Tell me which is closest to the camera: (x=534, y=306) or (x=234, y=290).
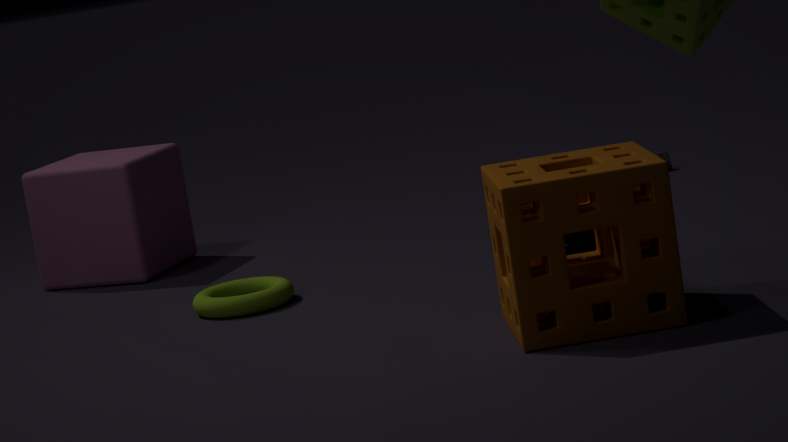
(x=534, y=306)
